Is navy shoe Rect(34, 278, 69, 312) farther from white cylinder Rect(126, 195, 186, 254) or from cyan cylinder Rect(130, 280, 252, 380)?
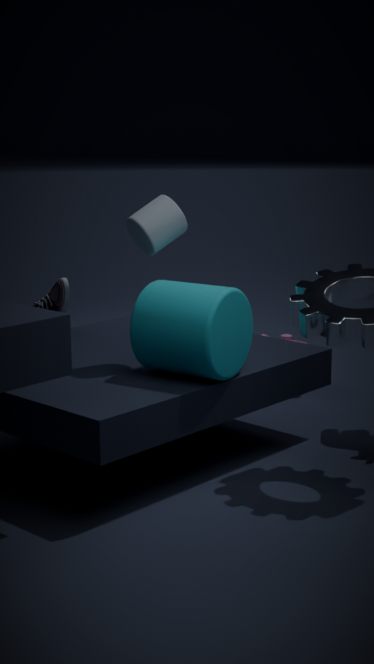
cyan cylinder Rect(130, 280, 252, 380)
